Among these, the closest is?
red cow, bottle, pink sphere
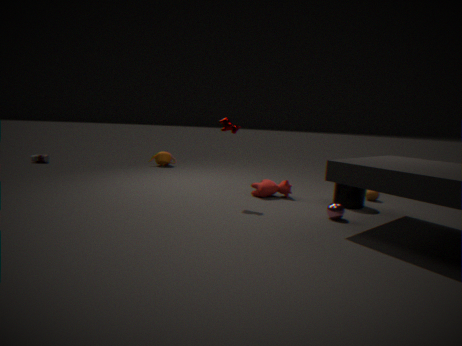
pink sphere
